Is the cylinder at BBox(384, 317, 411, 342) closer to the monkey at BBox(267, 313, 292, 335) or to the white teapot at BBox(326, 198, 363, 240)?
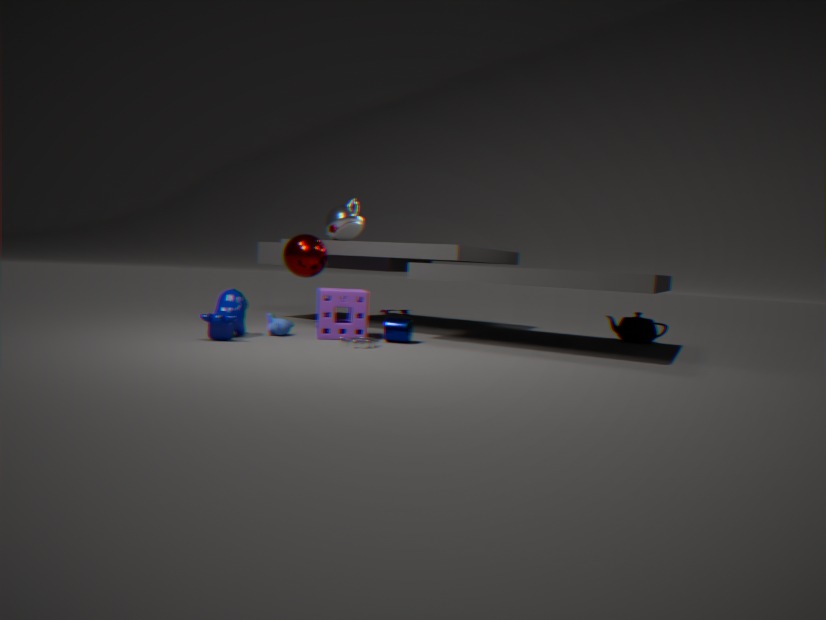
the monkey at BBox(267, 313, 292, 335)
